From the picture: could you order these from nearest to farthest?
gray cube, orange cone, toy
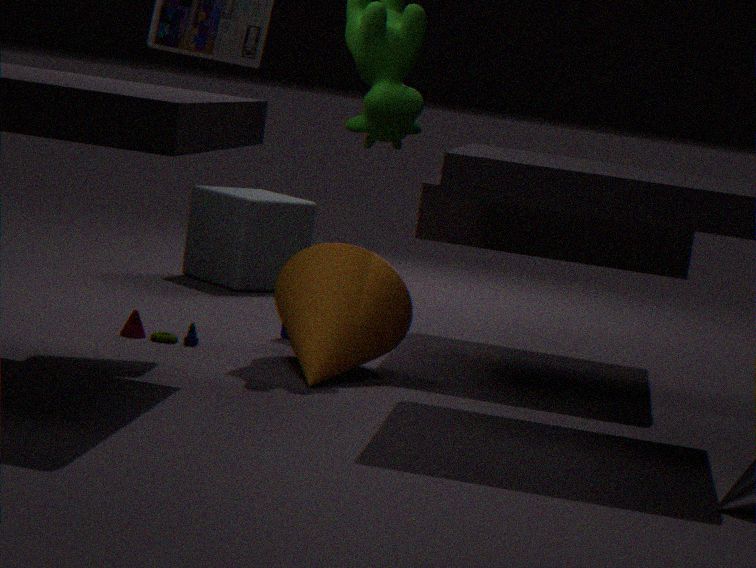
orange cone
toy
gray cube
